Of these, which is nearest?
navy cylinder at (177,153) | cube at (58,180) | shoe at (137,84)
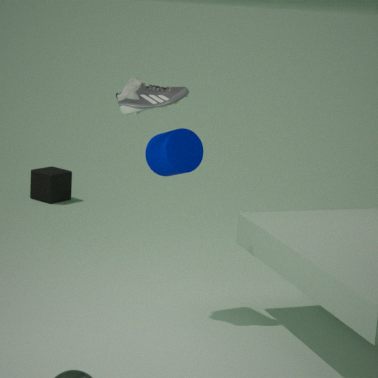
shoe at (137,84)
